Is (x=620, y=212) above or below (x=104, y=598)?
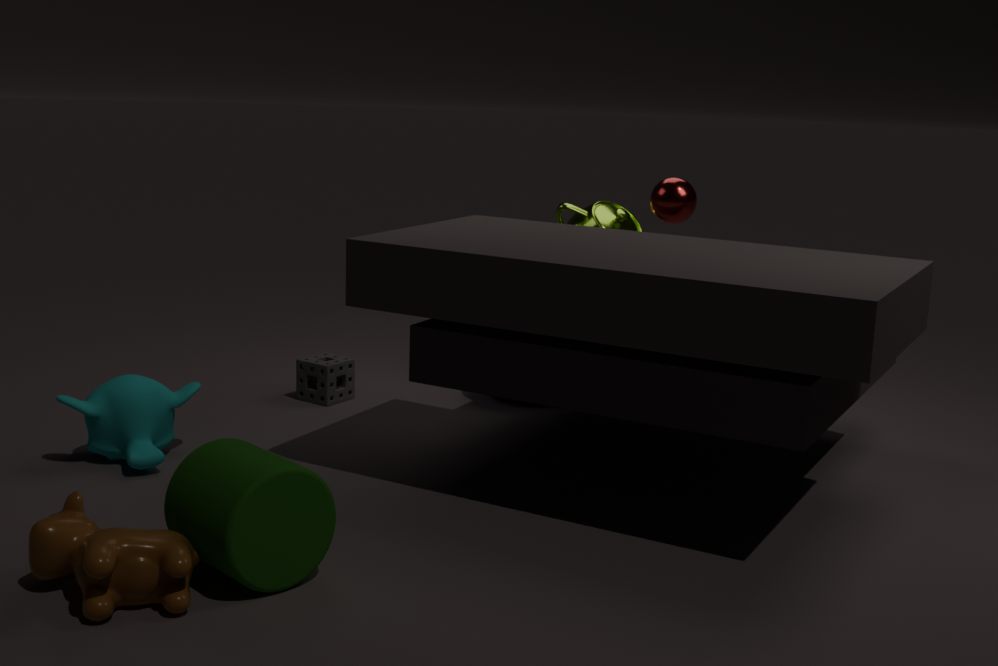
above
